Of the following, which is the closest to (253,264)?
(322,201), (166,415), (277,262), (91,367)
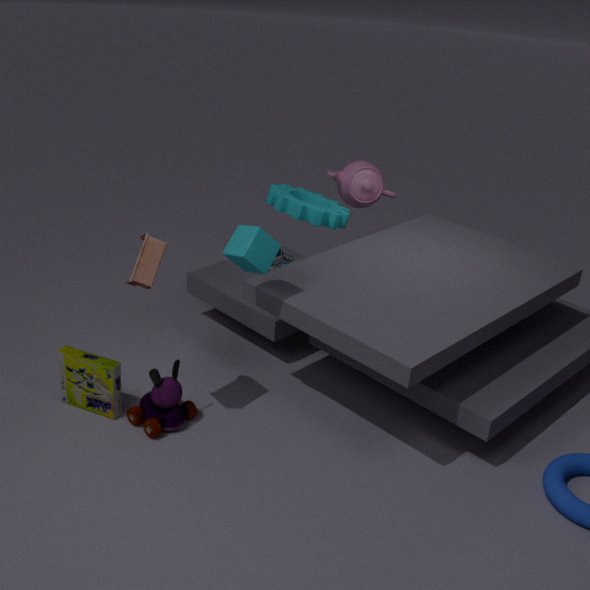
(166,415)
